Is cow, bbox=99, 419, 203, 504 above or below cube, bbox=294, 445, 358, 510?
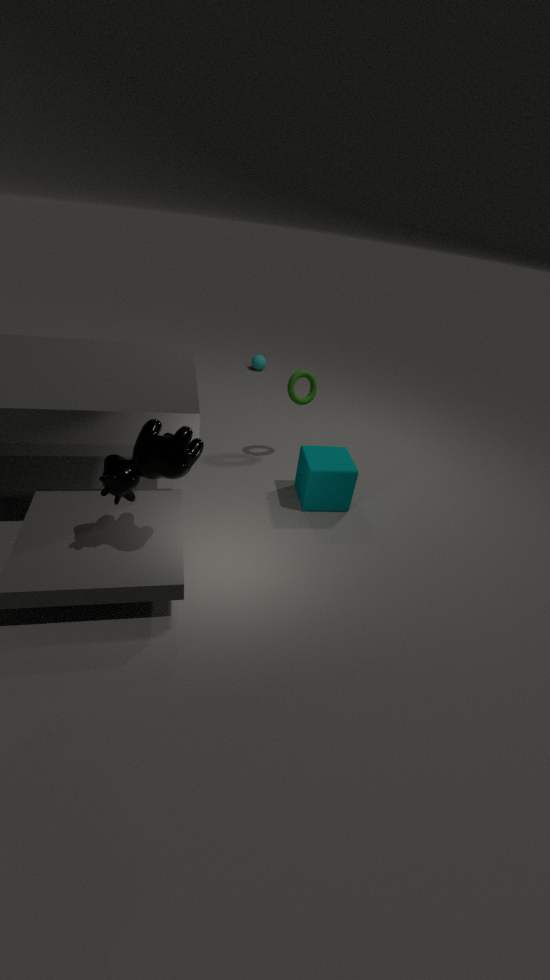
above
